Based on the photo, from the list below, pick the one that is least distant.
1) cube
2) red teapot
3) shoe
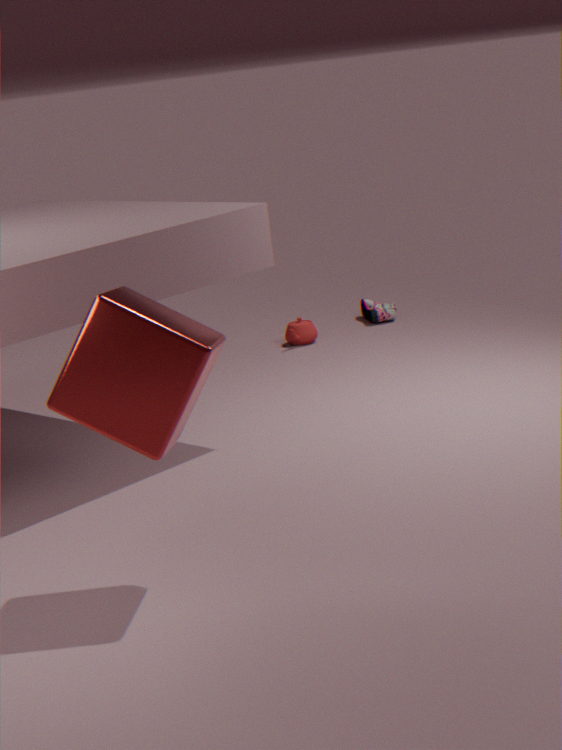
1. cube
